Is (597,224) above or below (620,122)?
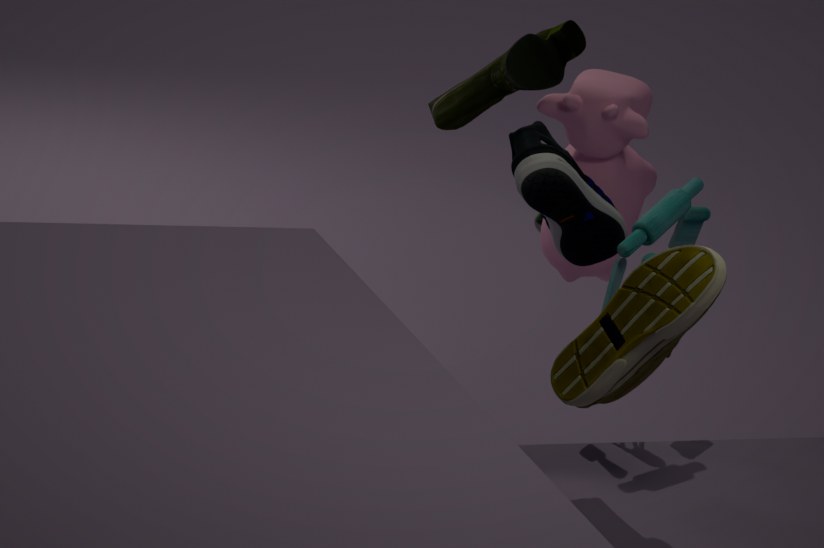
above
